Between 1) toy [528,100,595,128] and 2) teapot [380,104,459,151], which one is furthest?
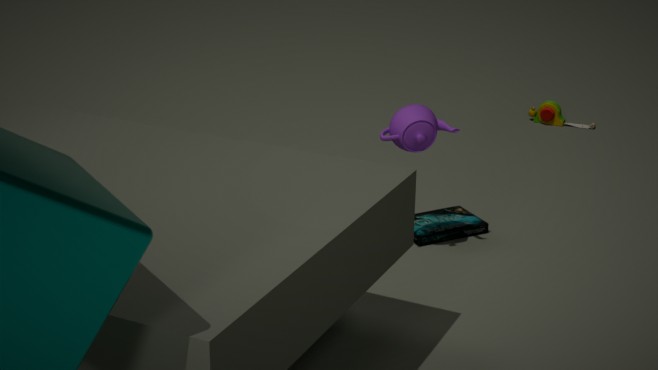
1. toy [528,100,595,128]
